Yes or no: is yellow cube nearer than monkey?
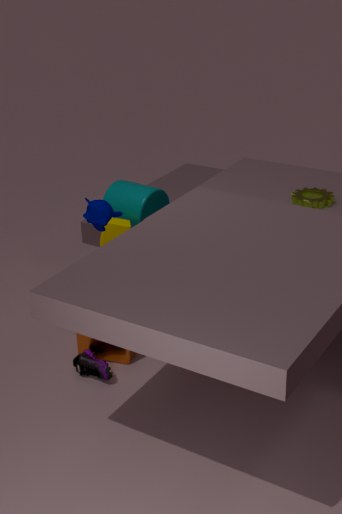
No
